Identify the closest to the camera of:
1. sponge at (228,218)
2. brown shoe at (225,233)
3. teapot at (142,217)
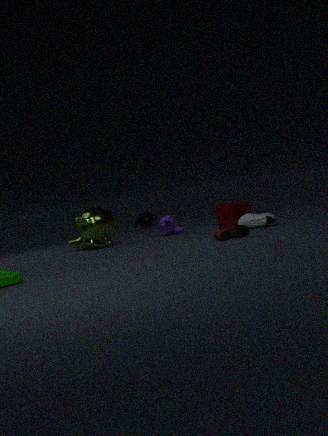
brown shoe at (225,233)
